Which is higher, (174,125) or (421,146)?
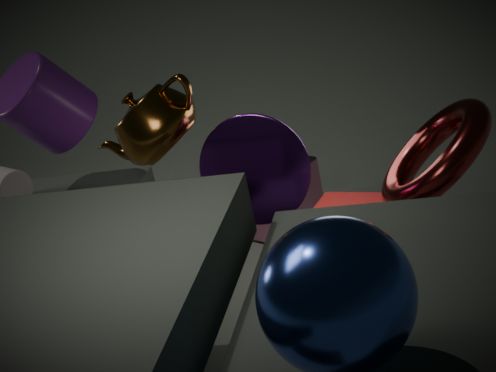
(174,125)
